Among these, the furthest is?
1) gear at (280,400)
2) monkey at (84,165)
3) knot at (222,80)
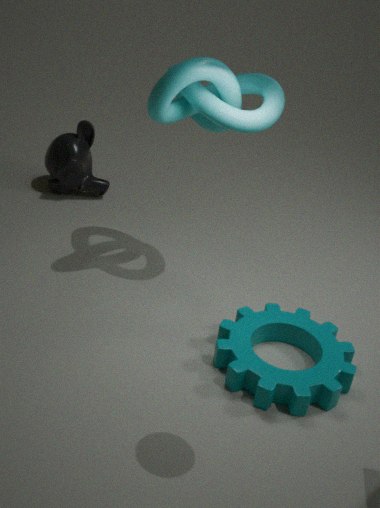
2. monkey at (84,165)
